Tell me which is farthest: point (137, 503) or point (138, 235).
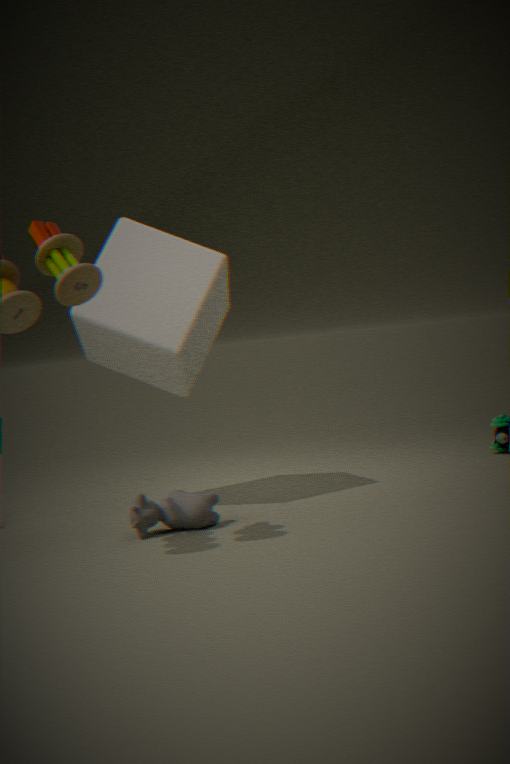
point (138, 235)
